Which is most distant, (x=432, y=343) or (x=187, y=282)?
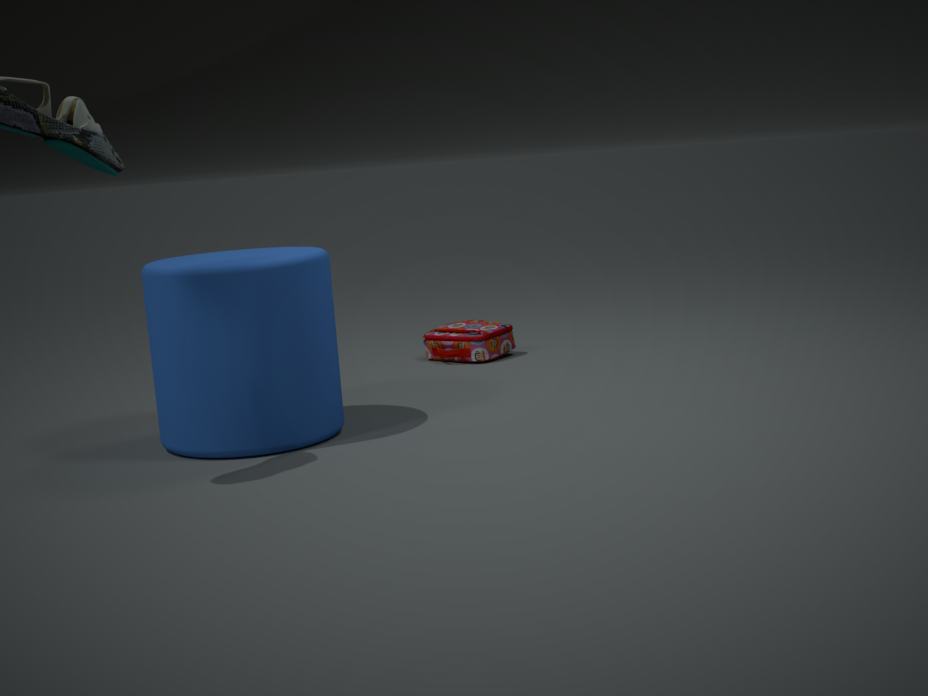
(x=432, y=343)
